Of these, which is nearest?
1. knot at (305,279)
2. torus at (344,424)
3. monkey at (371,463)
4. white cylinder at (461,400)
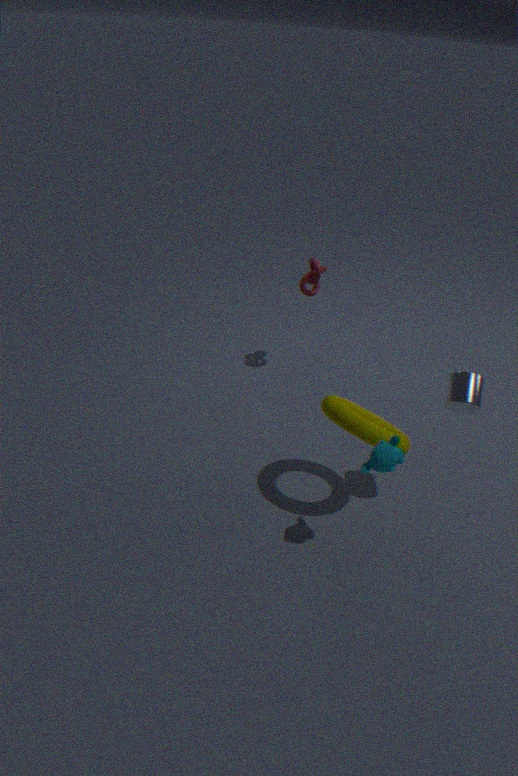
monkey at (371,463)
